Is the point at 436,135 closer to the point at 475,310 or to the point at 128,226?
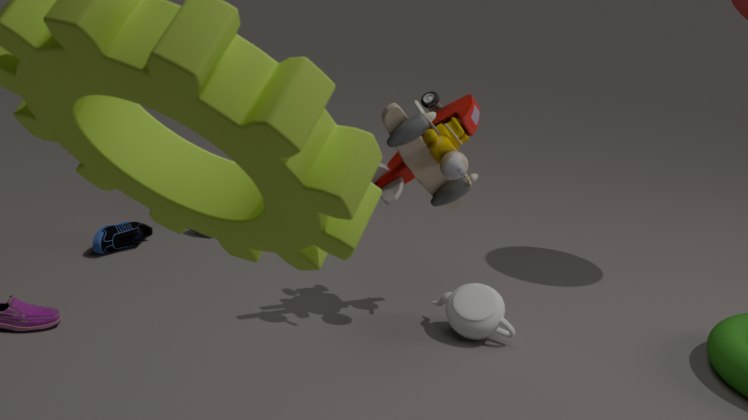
the point at 475,310
